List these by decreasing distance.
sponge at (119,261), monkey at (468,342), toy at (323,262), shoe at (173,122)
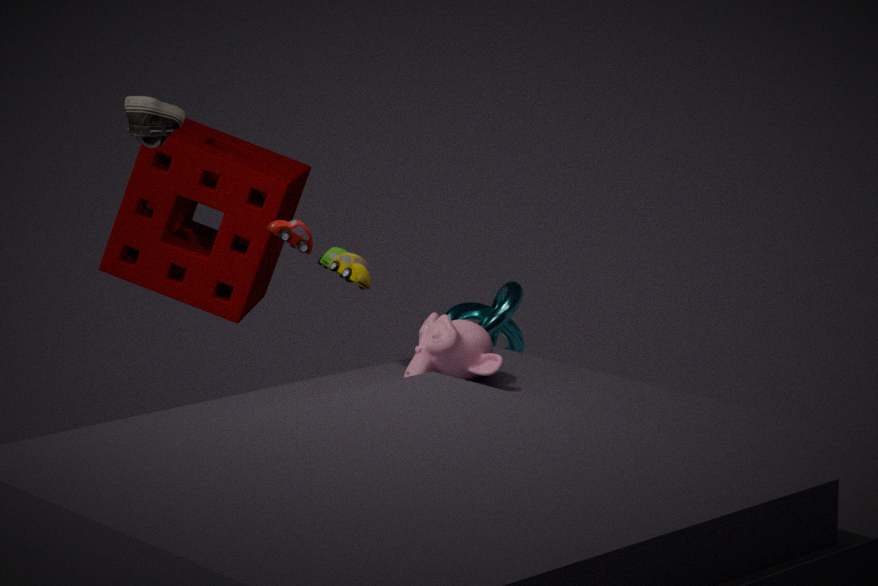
sponge at (119,261) < toy at (323,262) < shoe at (173,122) < monkey at (468,342)
